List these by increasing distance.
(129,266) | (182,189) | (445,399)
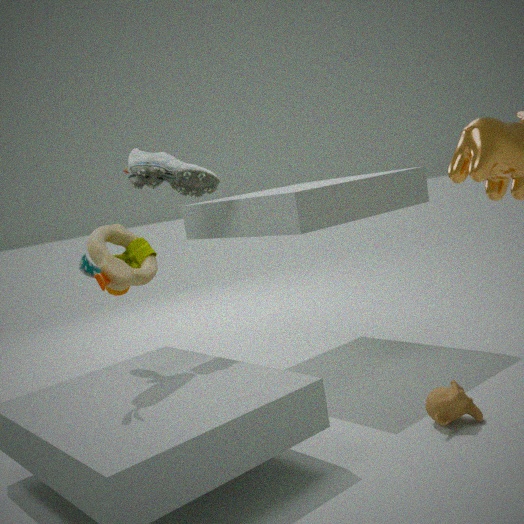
(445,399), (129,266), (182,189)
